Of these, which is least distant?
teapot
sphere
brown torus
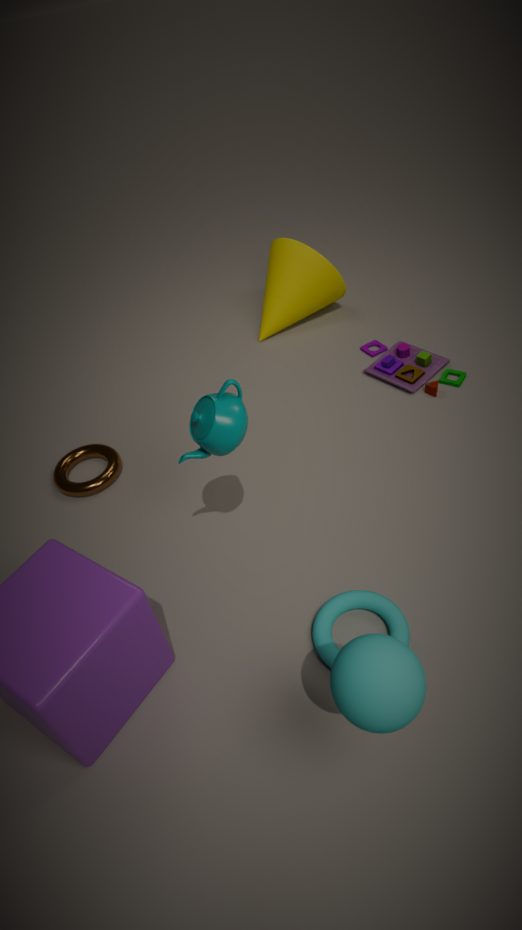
sphere
